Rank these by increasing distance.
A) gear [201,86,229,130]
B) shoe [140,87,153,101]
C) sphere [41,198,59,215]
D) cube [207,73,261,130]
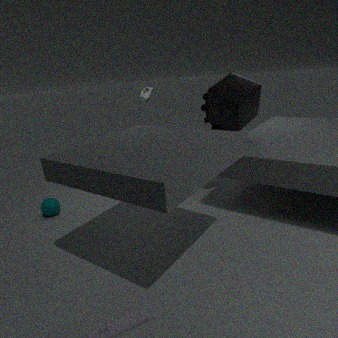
cube [207,73,261,130] → sphere [41,198,59,215] → gear [201,86,229,130] → shoe [140,87,153,101]
